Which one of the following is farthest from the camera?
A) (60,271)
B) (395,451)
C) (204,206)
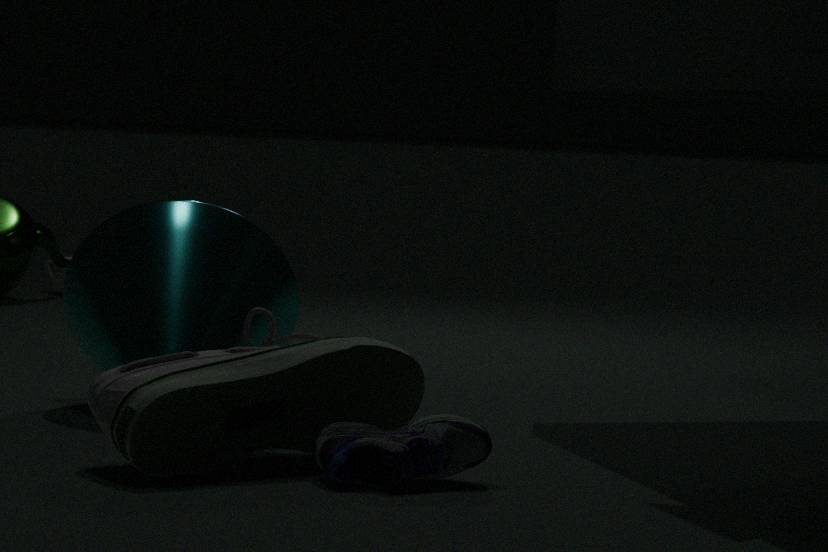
(60,271)
